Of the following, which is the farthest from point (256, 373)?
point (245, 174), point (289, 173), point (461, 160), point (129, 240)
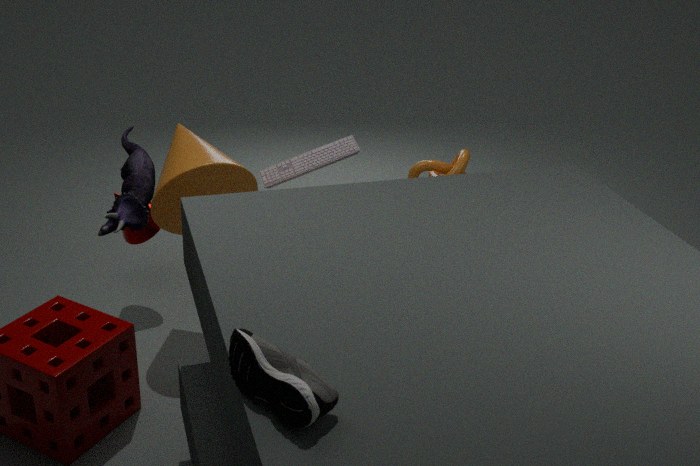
point (289, 173)
